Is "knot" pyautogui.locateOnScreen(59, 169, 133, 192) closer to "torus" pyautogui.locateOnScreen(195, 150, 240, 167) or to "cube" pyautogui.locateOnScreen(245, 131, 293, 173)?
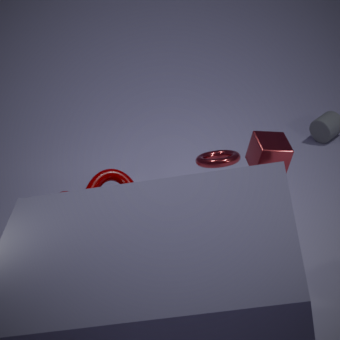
"torus" pyautogui.locateOnScreen(195, 150, 240, 167)
